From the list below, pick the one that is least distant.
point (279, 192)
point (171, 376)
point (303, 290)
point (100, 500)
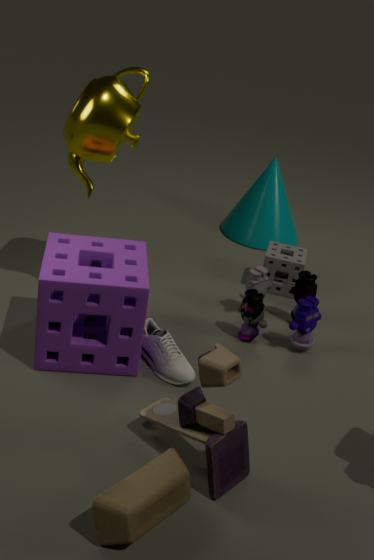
point (100, 500)
